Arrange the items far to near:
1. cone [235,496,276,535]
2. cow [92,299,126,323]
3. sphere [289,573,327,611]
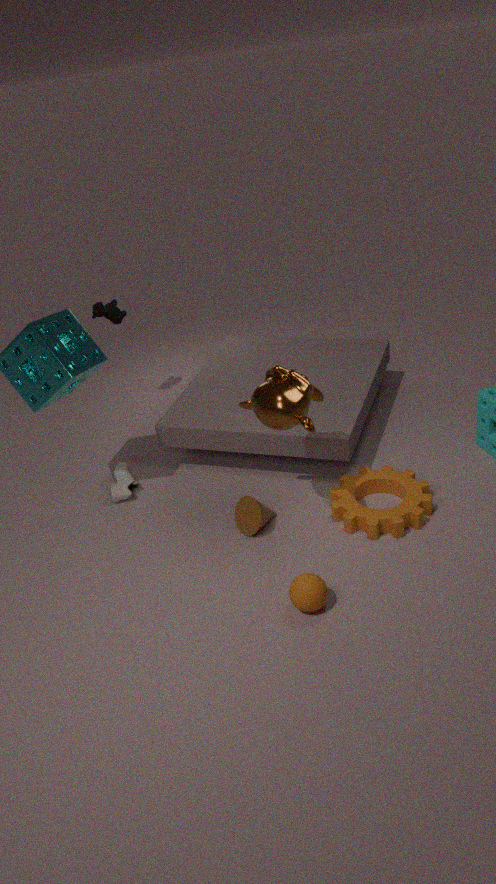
cow [92,299,126,323], cone [235,496,276,535], sphere [289,573,327,611]
